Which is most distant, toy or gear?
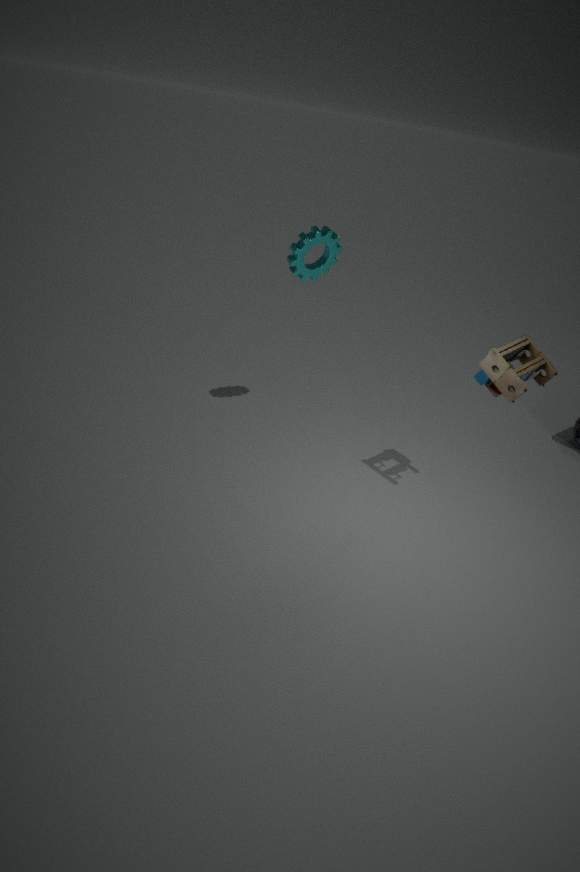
gear
